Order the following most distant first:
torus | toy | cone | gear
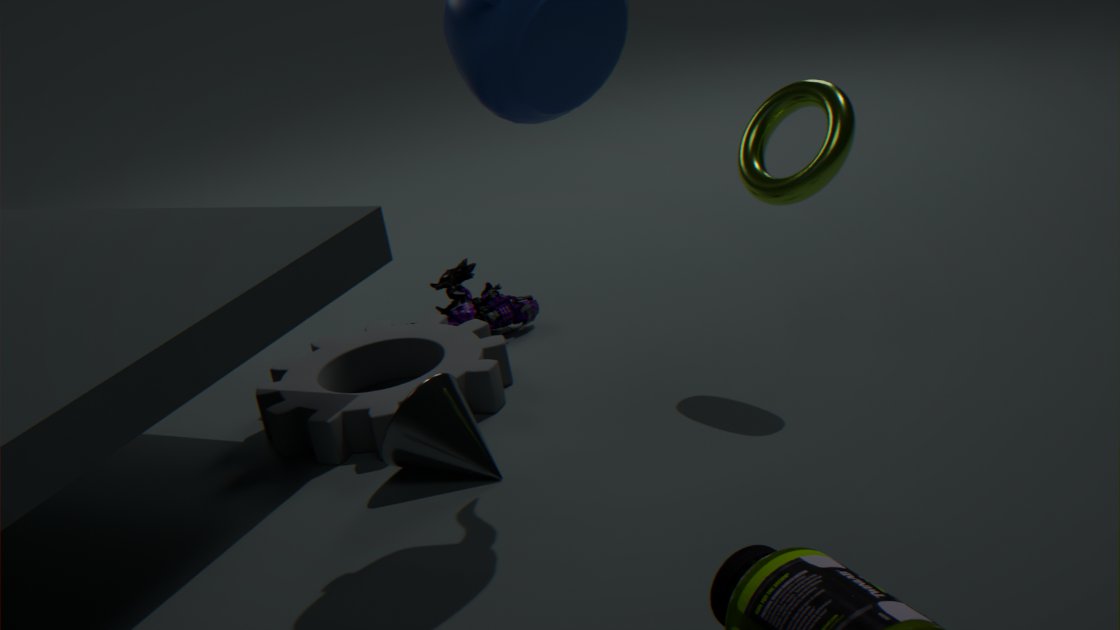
toy, gear, torus, cone
